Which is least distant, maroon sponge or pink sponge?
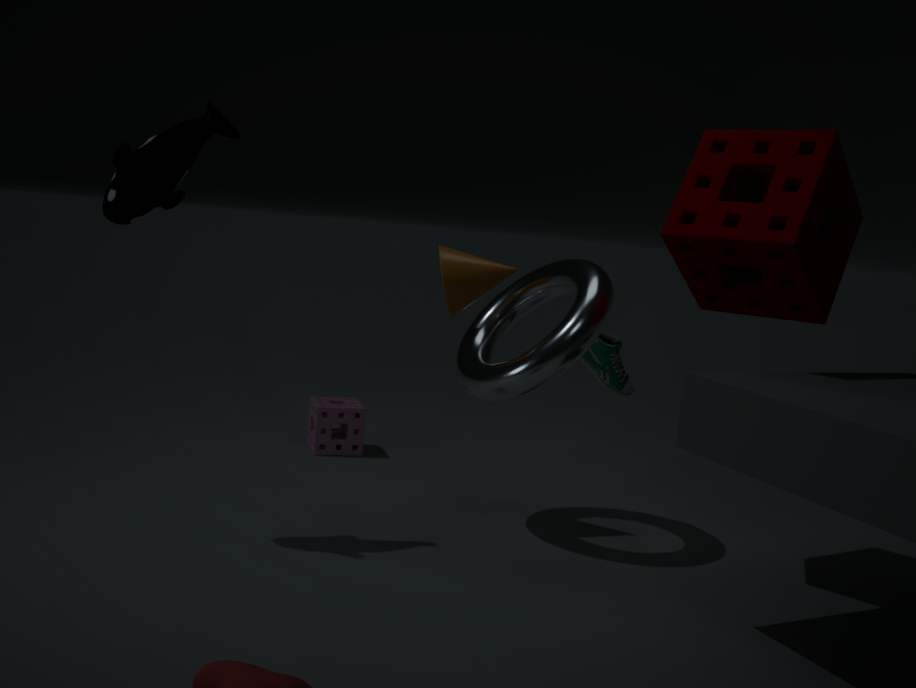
maroon sponge
